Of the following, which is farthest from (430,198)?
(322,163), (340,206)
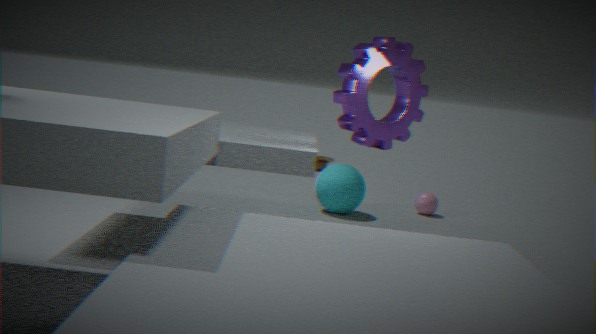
(322,163)
